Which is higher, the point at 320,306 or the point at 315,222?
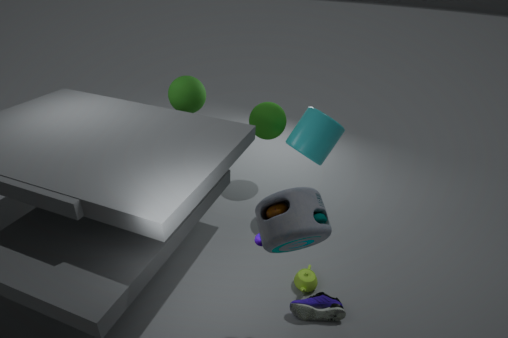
the point at 315,222
